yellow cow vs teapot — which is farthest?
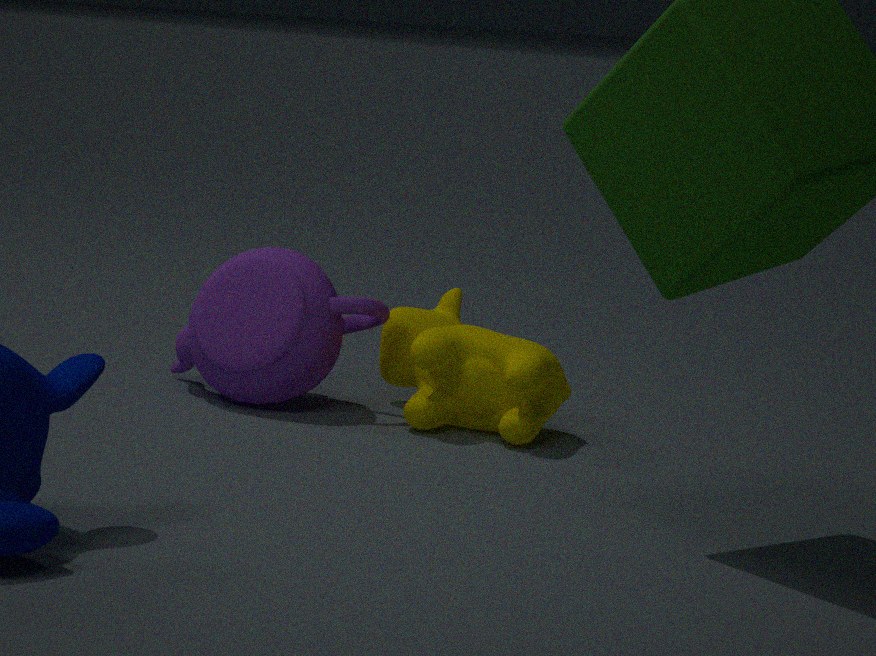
teapot
